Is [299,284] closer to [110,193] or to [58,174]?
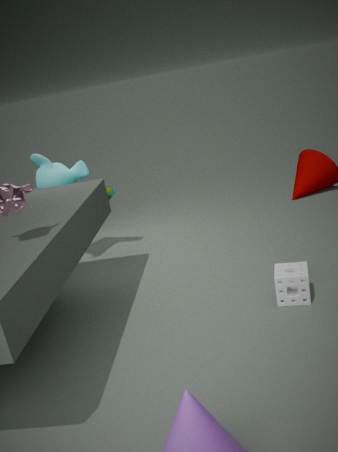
[110,193]
